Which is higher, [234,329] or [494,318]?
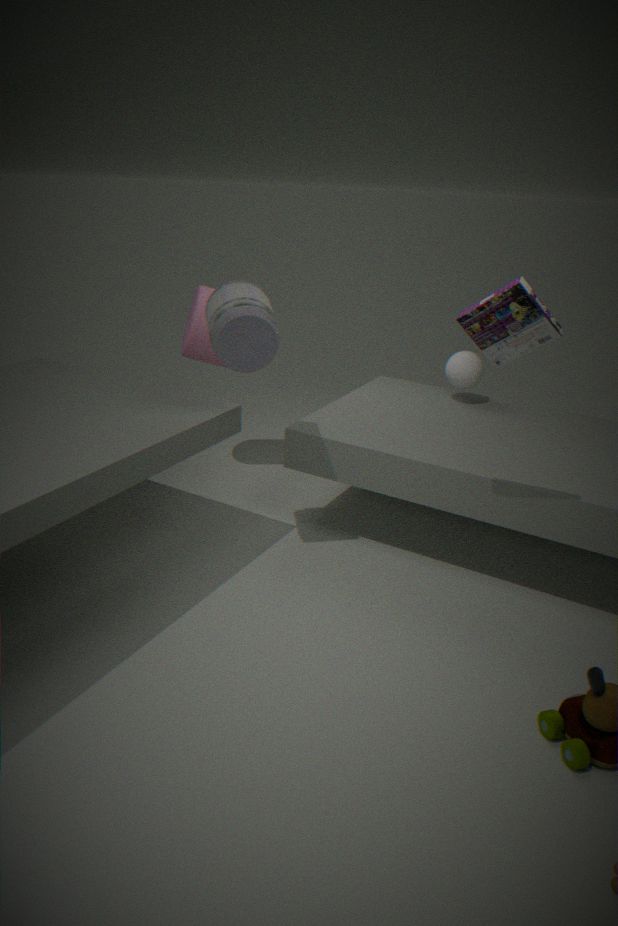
[494,318]
